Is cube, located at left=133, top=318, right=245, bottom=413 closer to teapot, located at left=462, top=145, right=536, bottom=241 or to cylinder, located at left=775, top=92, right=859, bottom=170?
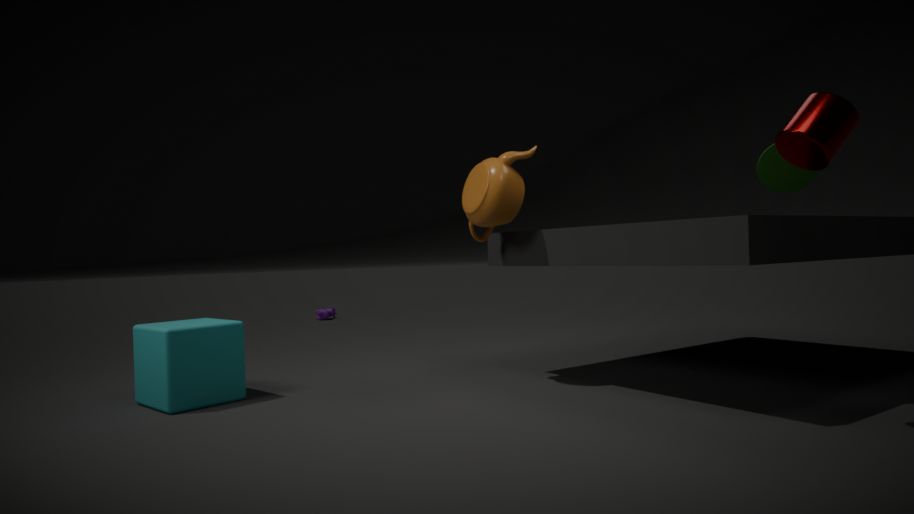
teapot, located at left=462, top=145, right=536, bottom=241
